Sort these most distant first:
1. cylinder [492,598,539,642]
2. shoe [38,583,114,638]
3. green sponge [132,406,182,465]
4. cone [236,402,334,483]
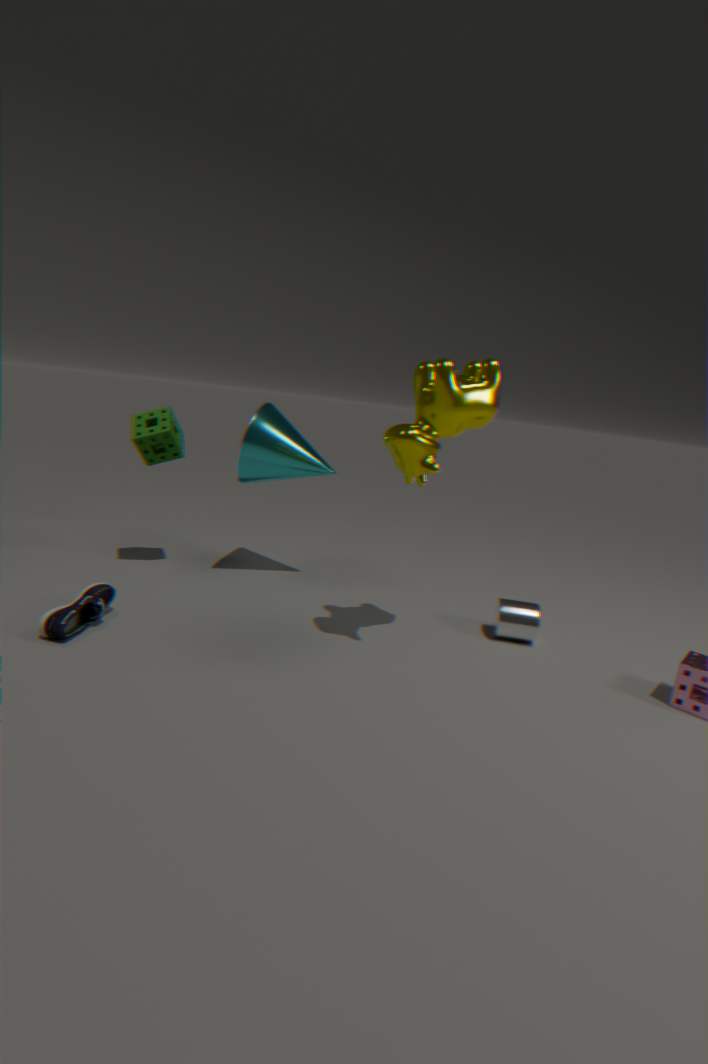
1. cone [236,402,334,483]
2. green sponge [132,406,182,465]
3. cylinder [492,598,539,642]
4. shoe [38,583,114,638]
